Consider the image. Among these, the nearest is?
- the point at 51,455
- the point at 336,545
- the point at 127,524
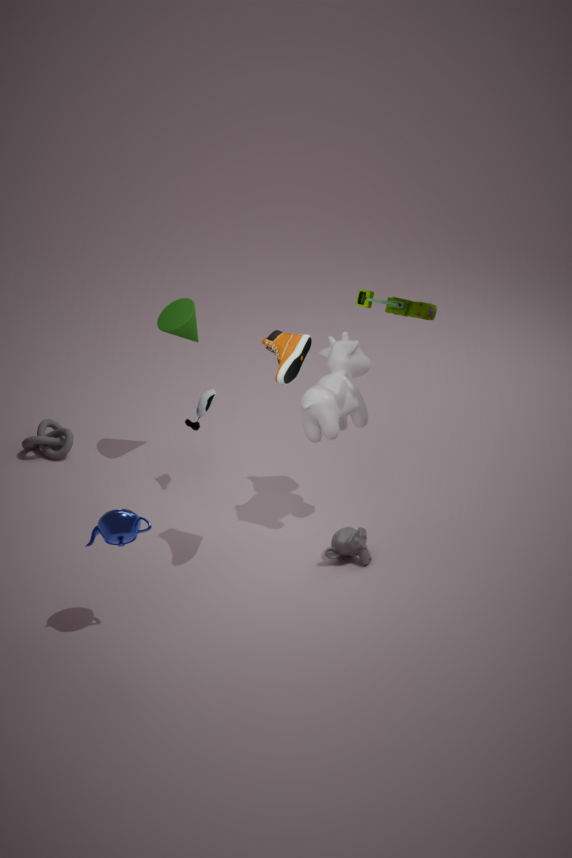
the point at 127,524
